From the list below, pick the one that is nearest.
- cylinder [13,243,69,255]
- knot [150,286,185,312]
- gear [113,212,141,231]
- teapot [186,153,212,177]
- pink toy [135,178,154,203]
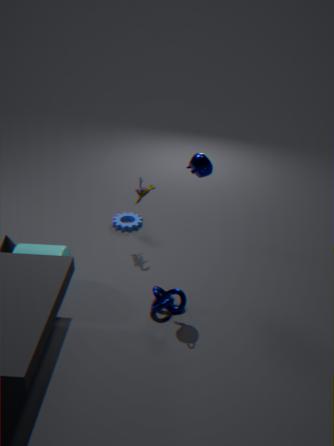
teapot [186,153,212,177]
